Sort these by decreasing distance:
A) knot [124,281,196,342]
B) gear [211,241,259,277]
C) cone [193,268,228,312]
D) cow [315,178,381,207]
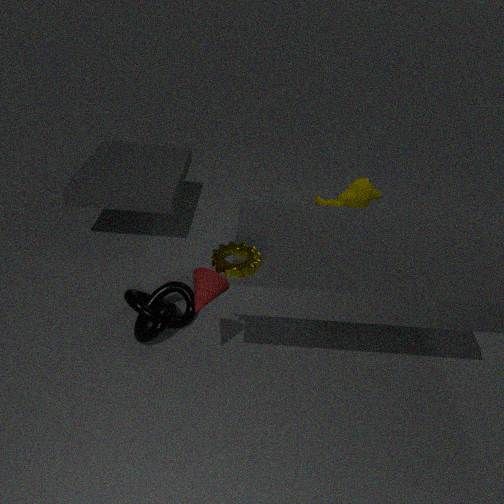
cow [315,178,381,207], knot [124,281,196,342], gear [211,241,259,277], cone [193,268,228,312]
